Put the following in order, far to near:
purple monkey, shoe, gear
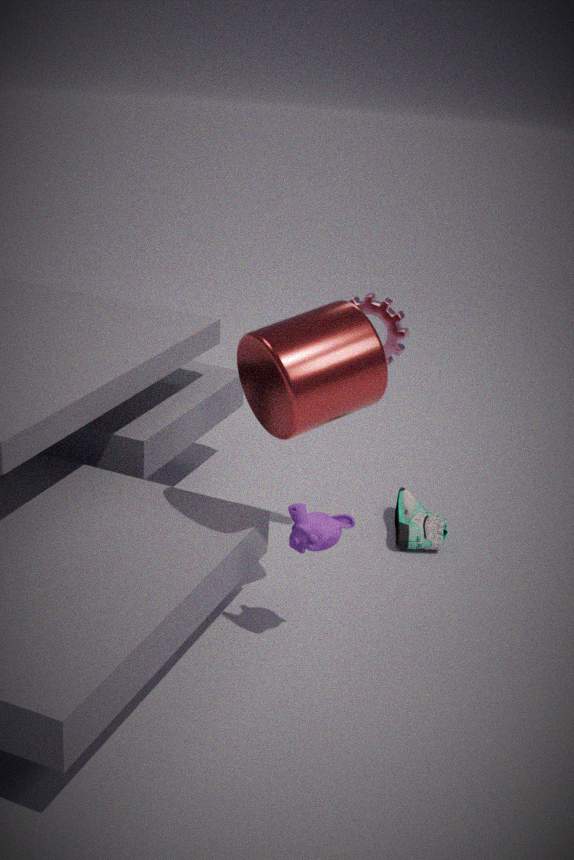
shoe → gear → purple monkey
